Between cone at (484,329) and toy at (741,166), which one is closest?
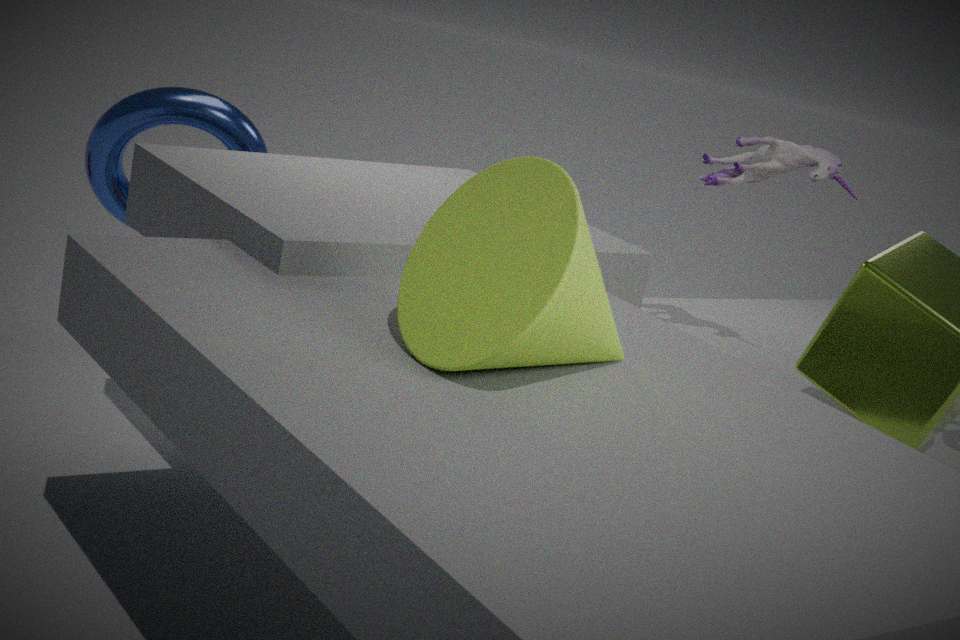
cone at (484,329)
